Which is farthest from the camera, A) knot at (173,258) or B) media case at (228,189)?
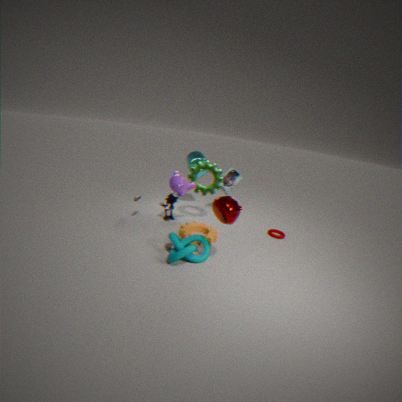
B. media case at (228,189)
